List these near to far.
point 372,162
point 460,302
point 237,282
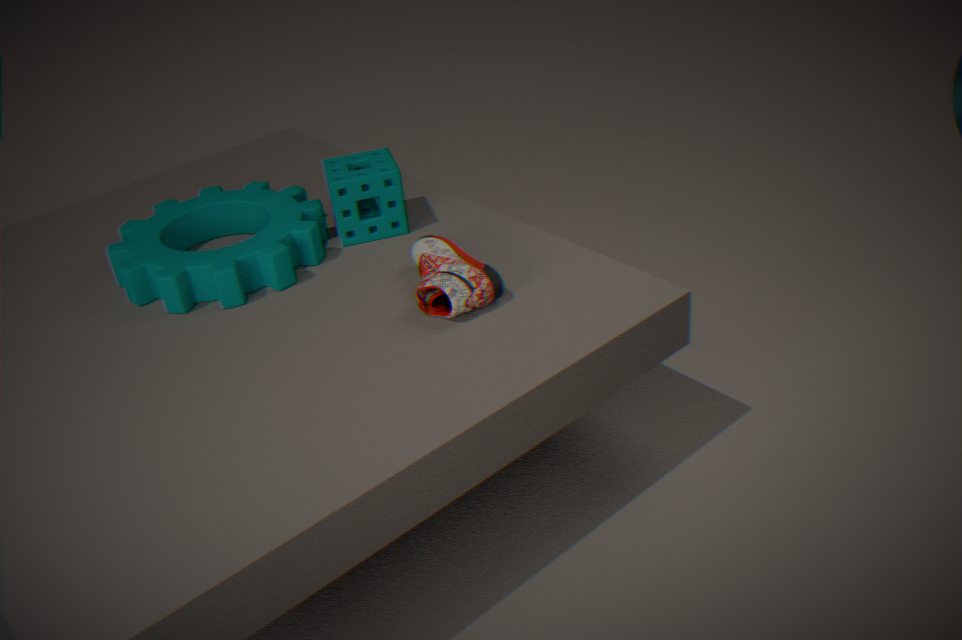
point 460,302
point 237,282
point 372,162
